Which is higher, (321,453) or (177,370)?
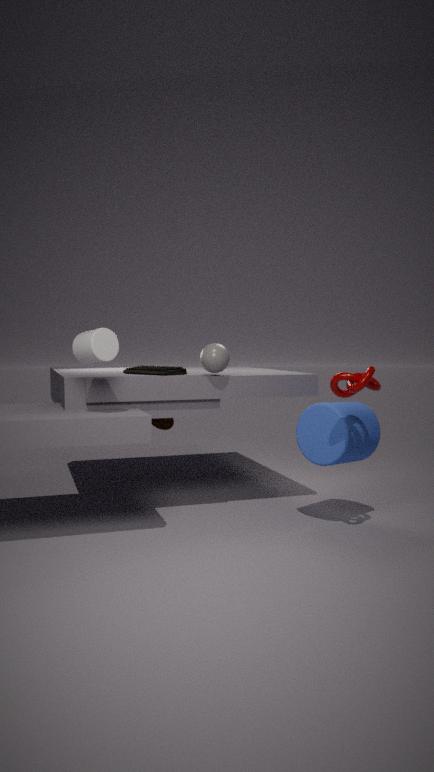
(177,370)
